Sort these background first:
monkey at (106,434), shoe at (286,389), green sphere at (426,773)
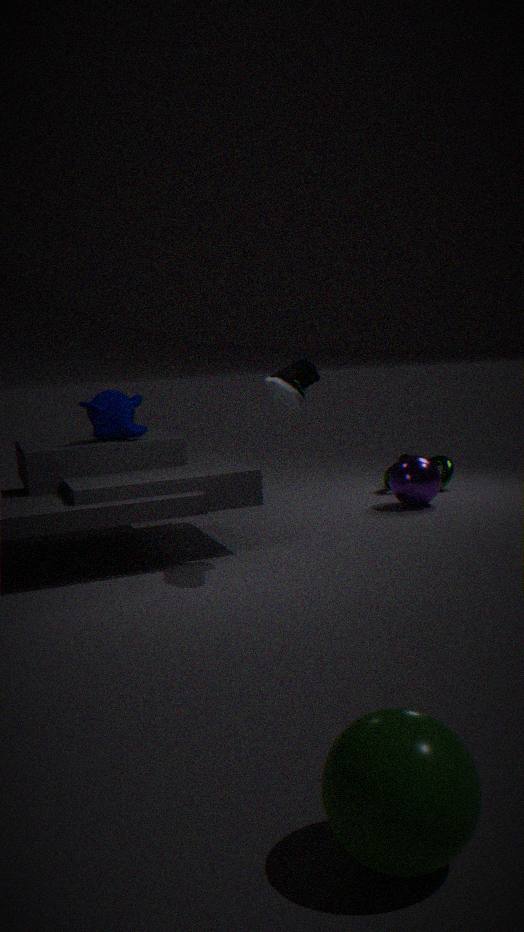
monkey at (106,434) < shoe at (286,389) < green sphere at (426,773)
